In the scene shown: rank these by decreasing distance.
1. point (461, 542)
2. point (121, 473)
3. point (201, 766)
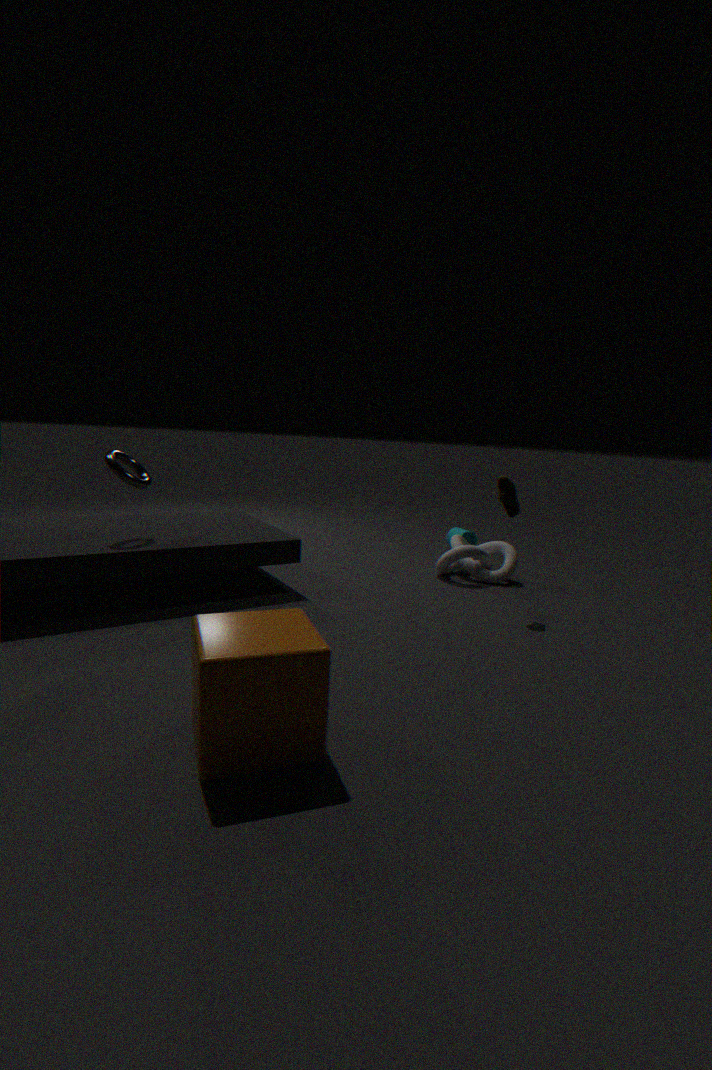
point (461, 542) → point (121, 473) → point (201, 766)
